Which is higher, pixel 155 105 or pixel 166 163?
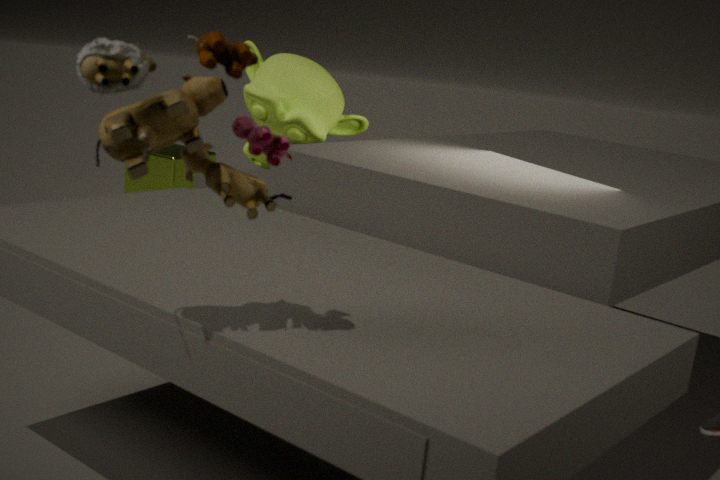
pixel 155 105
